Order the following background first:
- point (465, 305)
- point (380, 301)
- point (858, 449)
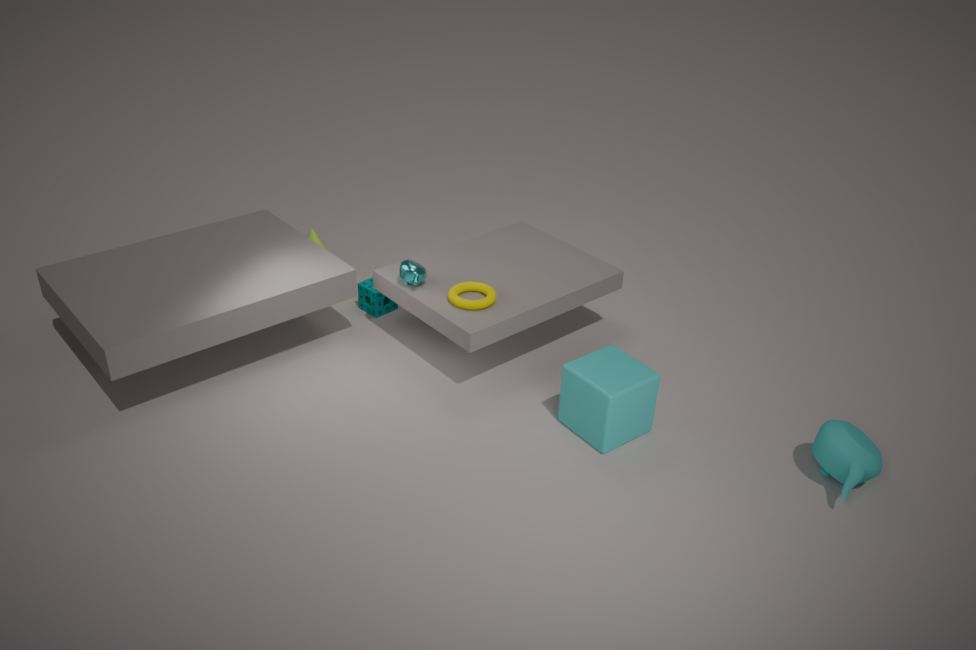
1. point (380, 301)
2. point (465, 305)
3. point (858, 449)
